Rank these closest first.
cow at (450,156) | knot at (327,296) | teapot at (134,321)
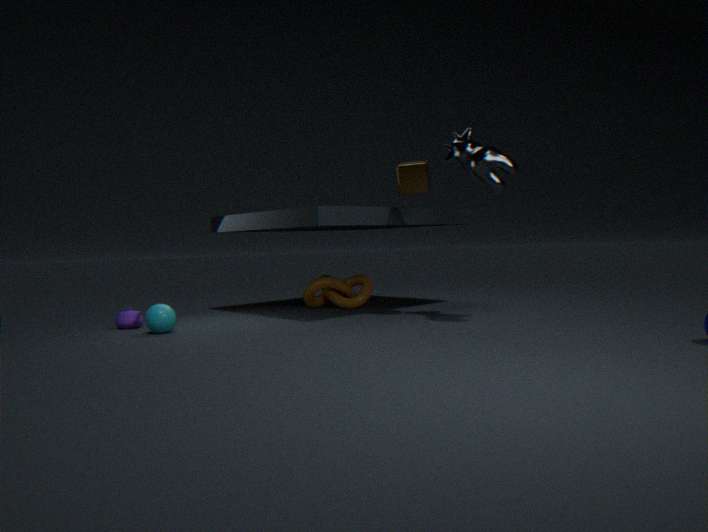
1. cow at (450,156)
2. teapot at (134,321)
3. knot at (327,296)
